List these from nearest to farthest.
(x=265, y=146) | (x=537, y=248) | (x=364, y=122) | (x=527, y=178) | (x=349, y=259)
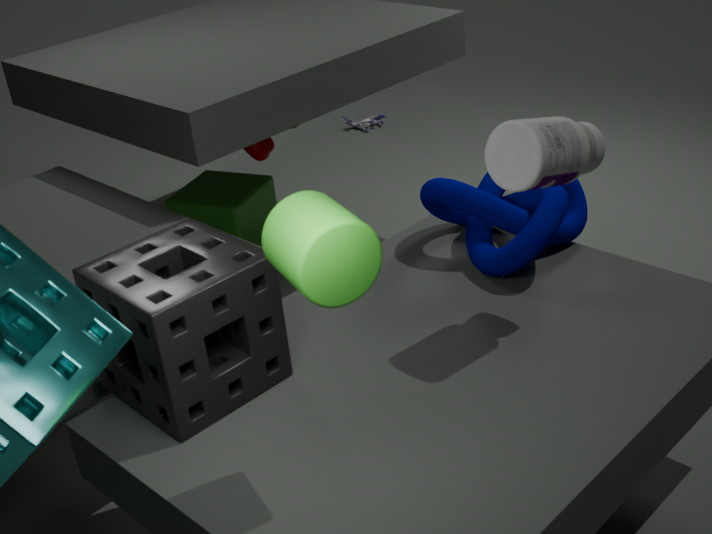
1. (x=349, y=259)
2. (x=527, y=178)
3. (x=537, y=248)
4. (x=265, y=146)
5. (x=364, y=122)
